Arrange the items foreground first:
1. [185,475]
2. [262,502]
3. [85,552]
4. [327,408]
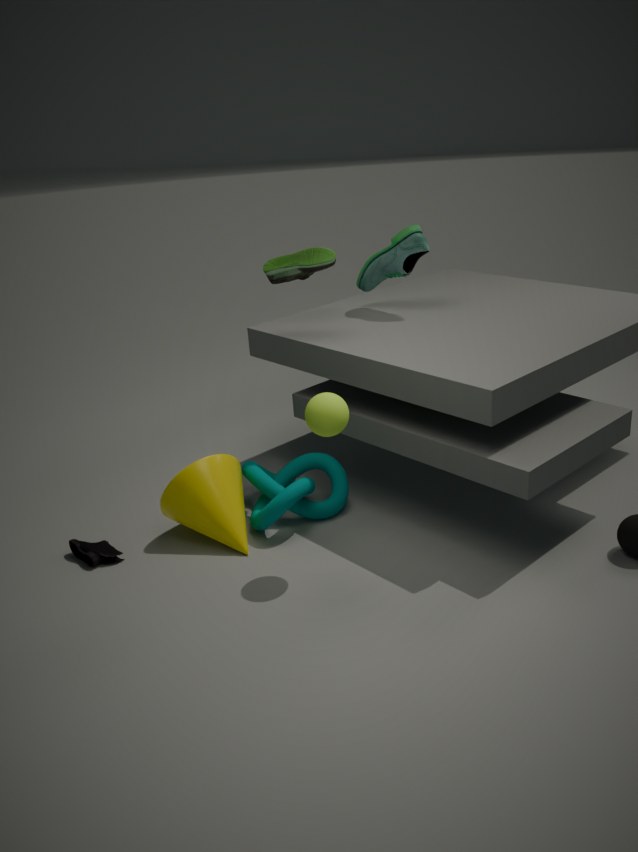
[327,408] → [85,552] → [185,475] → [262,502]
